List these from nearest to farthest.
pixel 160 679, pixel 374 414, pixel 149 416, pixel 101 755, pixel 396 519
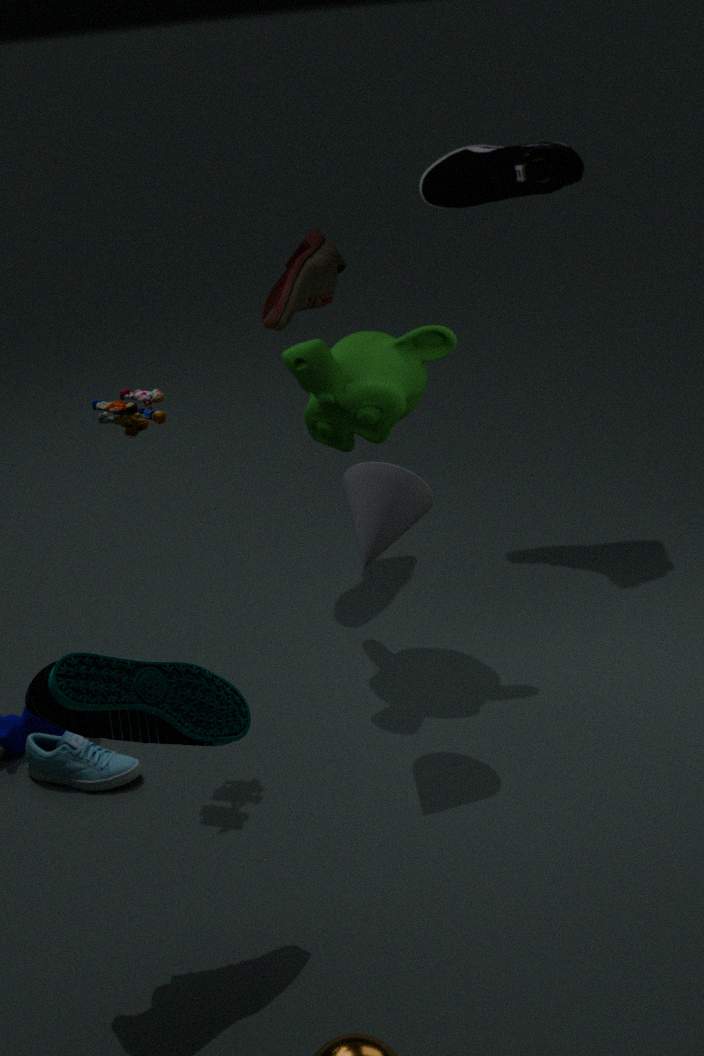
pixel 160 679
pixel 396 519
pixel 149 416
pixel 101 755
pixel 374 414
